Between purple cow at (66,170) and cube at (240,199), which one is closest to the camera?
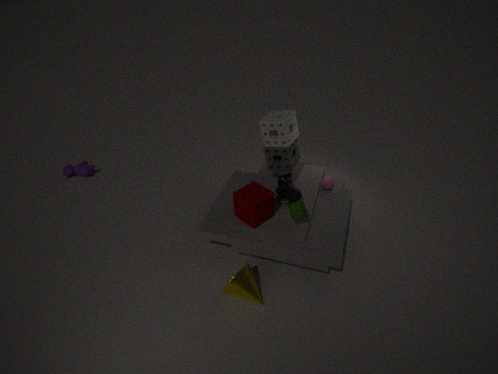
cube at (240,199)
